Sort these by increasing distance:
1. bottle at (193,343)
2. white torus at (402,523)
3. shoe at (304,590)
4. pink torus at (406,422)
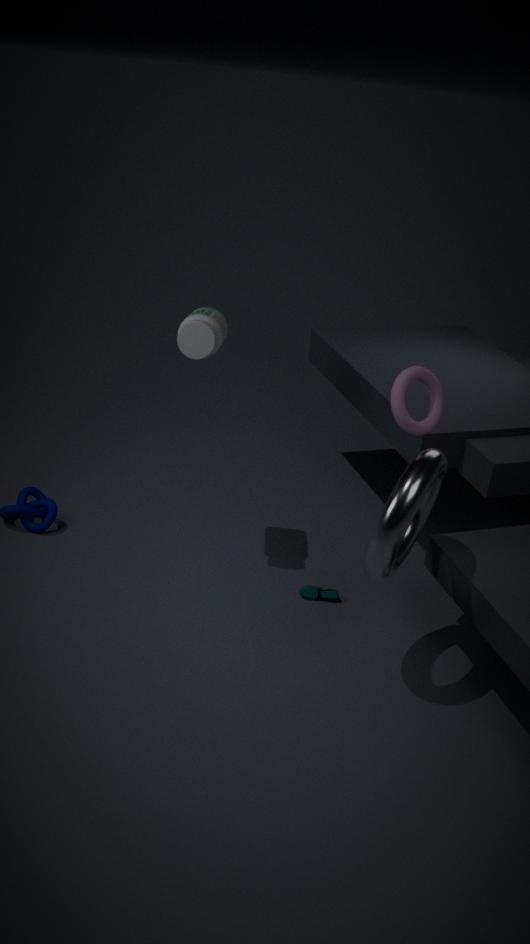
white torus at (402,523) < pink torus at (406,422) < bottle at (193,343) < shoe at (304,590)
